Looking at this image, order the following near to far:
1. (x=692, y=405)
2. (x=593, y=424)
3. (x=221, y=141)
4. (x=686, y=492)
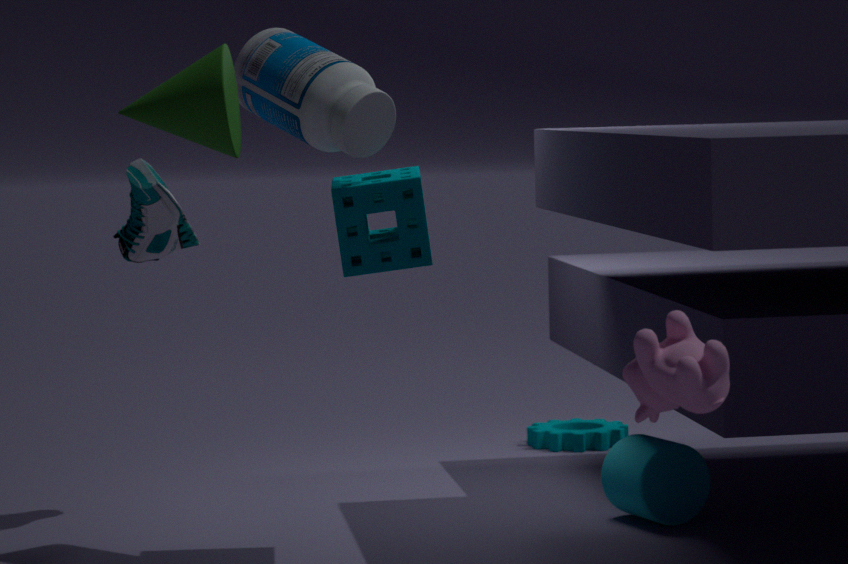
(x=692, y=405)
(x=221, y=141)
(x=686, y=492)
(x=593, y=424)
